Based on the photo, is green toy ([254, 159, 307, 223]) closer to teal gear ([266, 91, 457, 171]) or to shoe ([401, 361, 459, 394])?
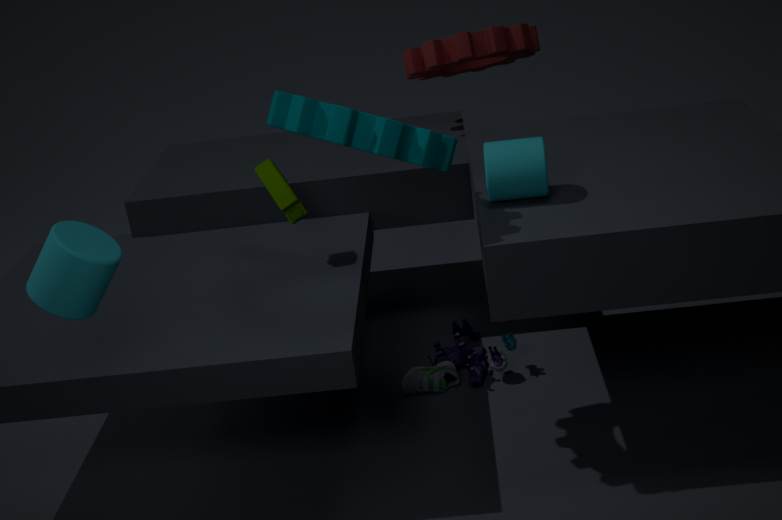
teal gear ([266, 91, 457, 171])
